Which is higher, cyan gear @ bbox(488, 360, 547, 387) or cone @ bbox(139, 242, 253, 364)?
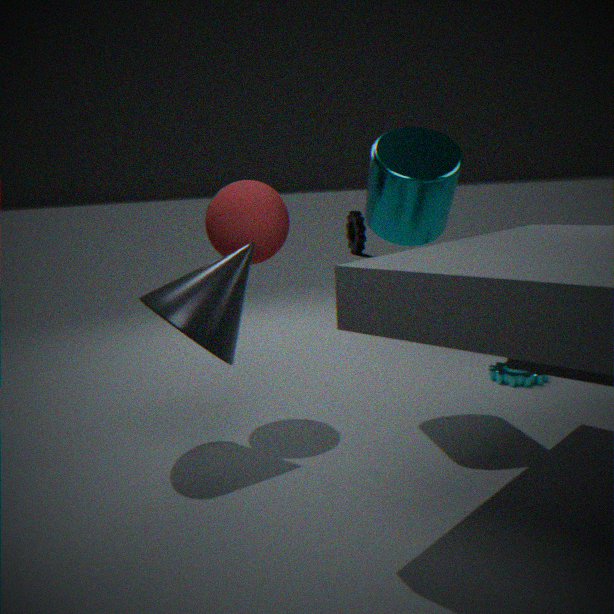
cone @ bbox(139, 242, 253, 364)
